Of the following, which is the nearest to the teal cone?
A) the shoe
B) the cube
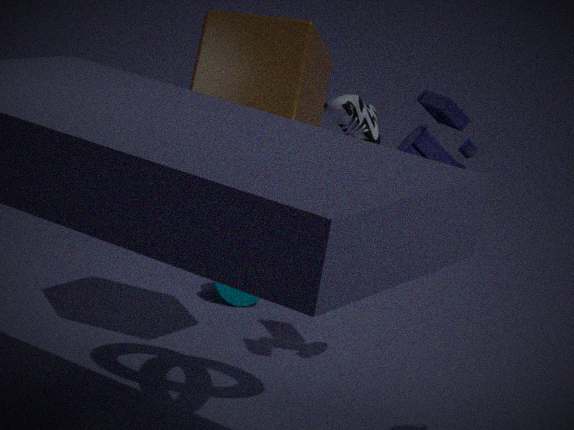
the shoe
